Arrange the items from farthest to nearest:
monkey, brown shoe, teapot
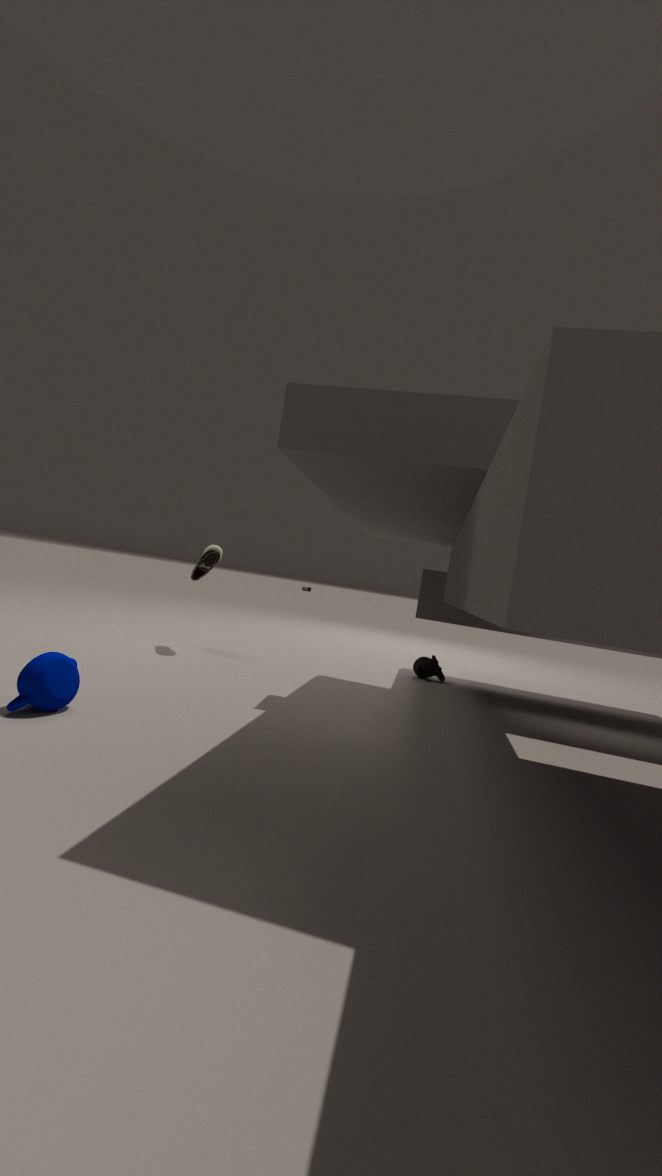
monkey < brown shoe < teapot
